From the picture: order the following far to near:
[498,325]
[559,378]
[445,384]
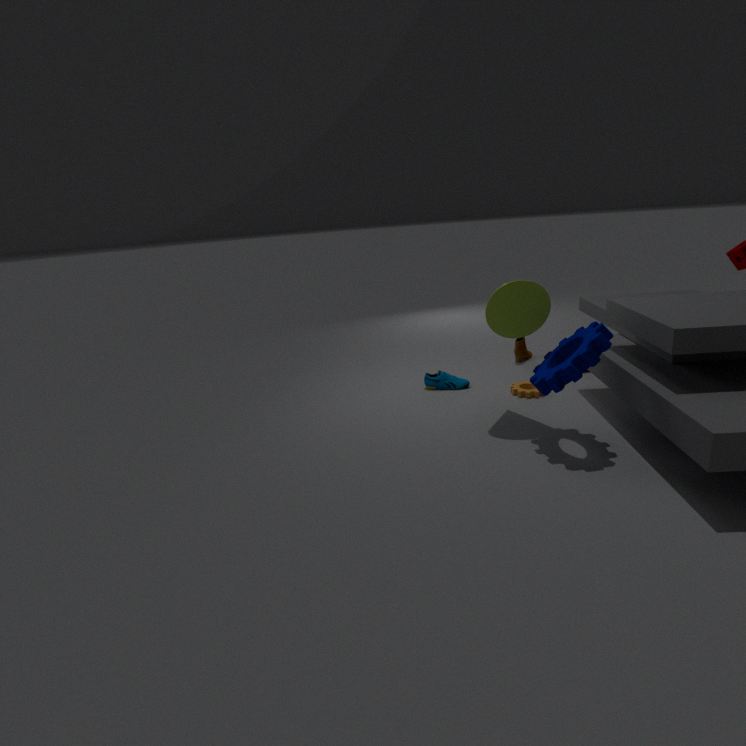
[445,384] → [498,325] → [559,378]
